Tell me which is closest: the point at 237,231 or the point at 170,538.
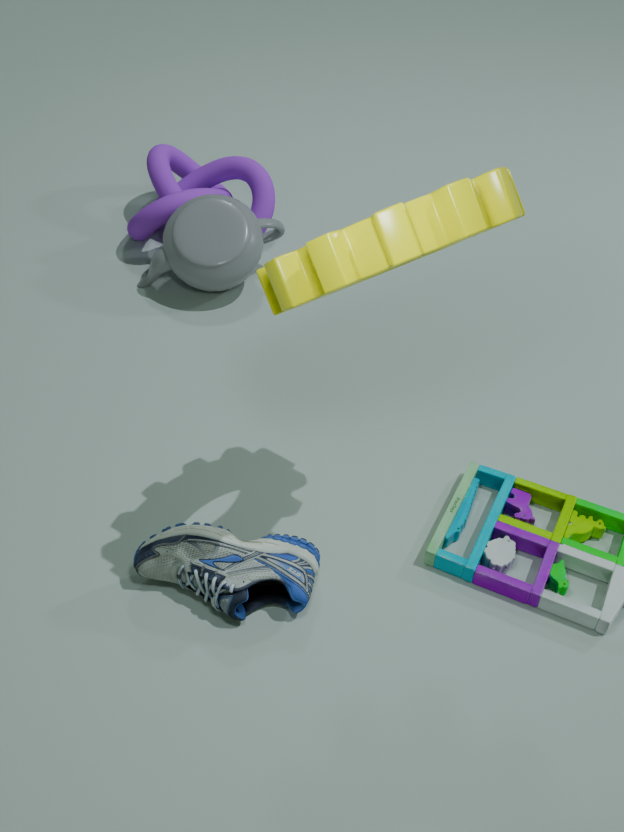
the point at 170,538
